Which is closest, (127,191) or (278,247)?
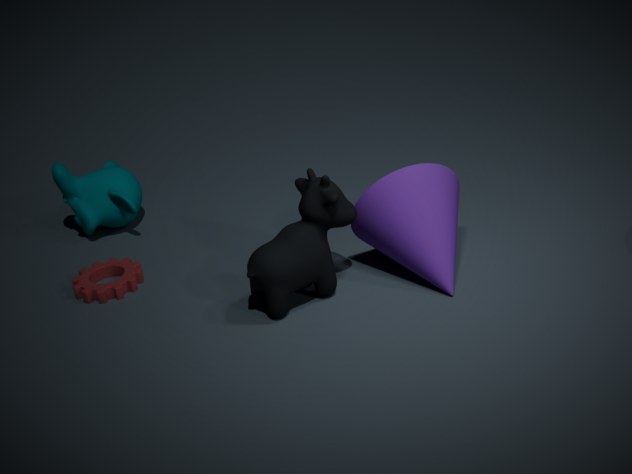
(278,247)
